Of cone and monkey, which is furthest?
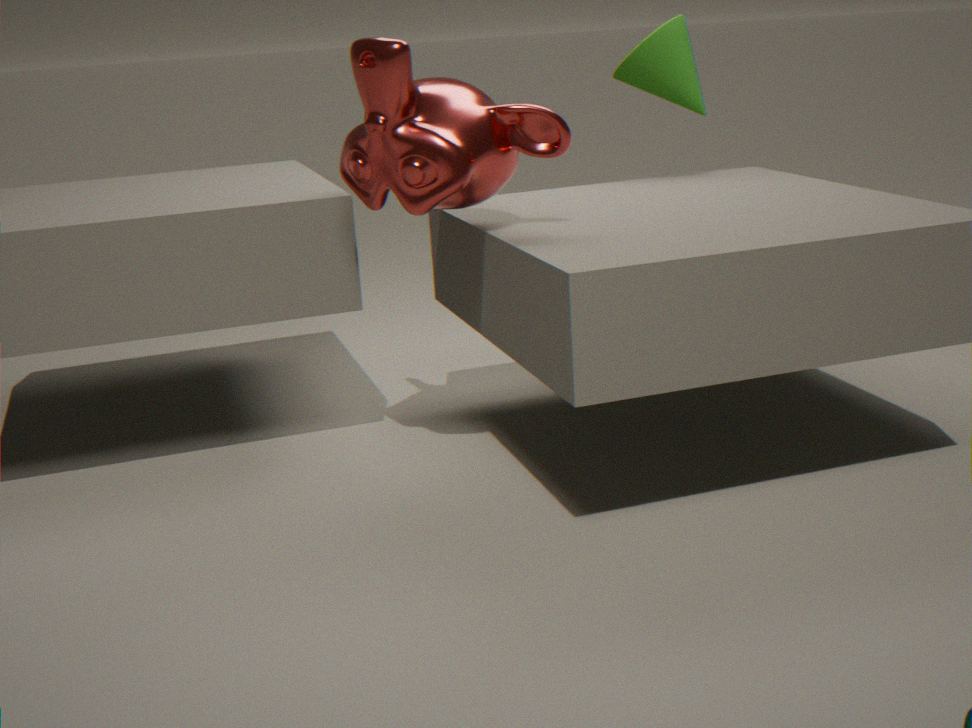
cone
